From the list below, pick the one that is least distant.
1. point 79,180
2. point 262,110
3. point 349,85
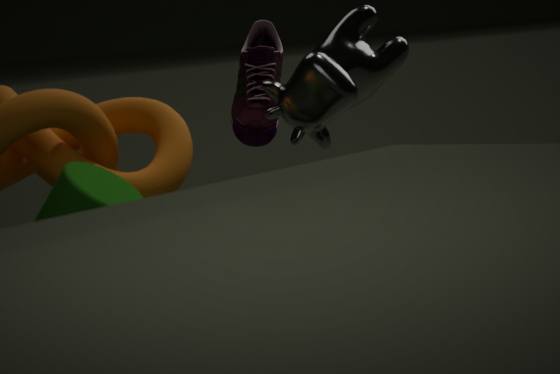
point 79,180
